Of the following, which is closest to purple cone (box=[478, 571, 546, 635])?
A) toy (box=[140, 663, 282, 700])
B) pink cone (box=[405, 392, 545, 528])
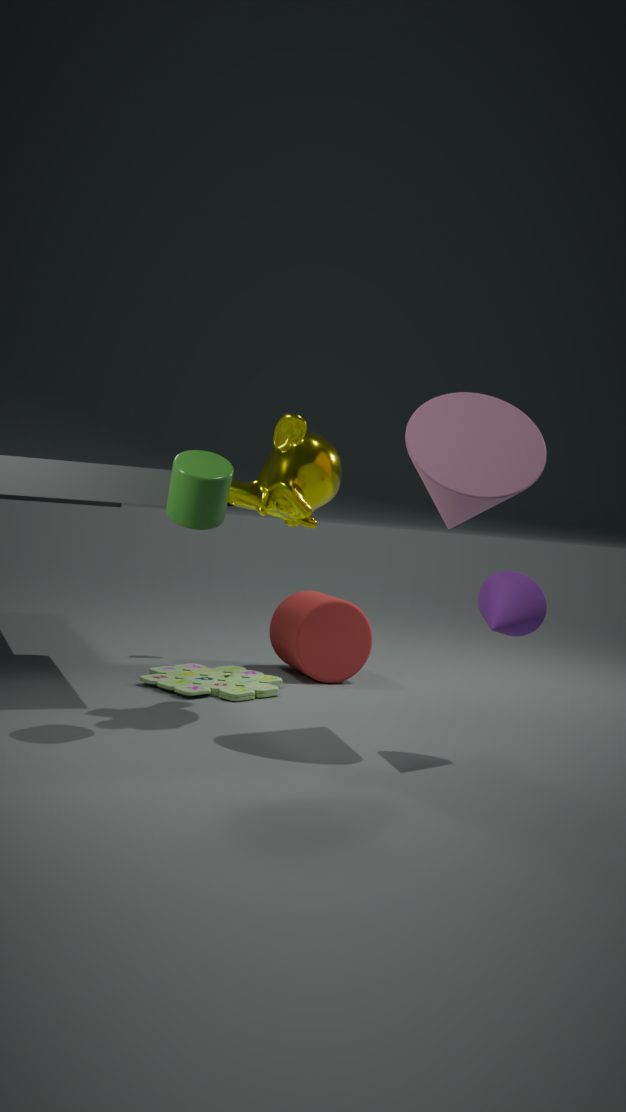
pink cone (box=[405, 392, 545, 528])
